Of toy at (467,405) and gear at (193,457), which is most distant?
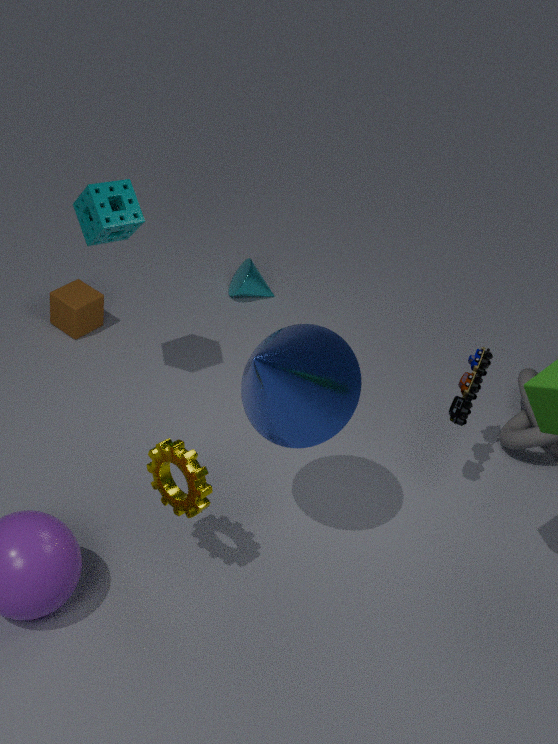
toy at (467,405)
